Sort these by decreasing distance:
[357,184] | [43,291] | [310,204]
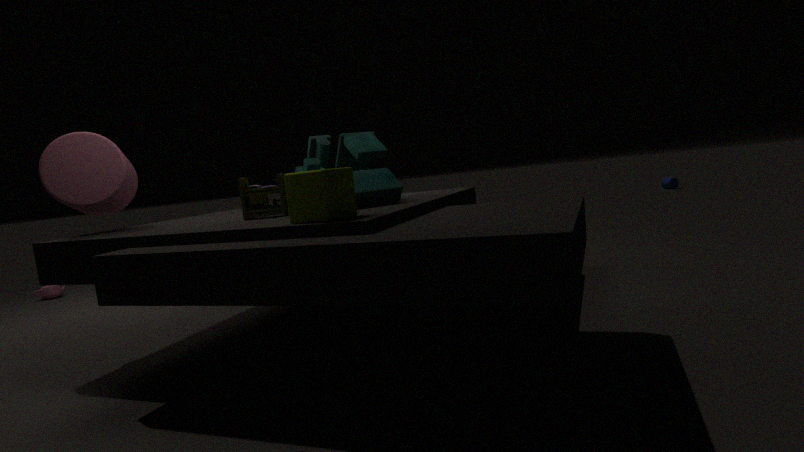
[43,291]
[357,184]
[310,204]
